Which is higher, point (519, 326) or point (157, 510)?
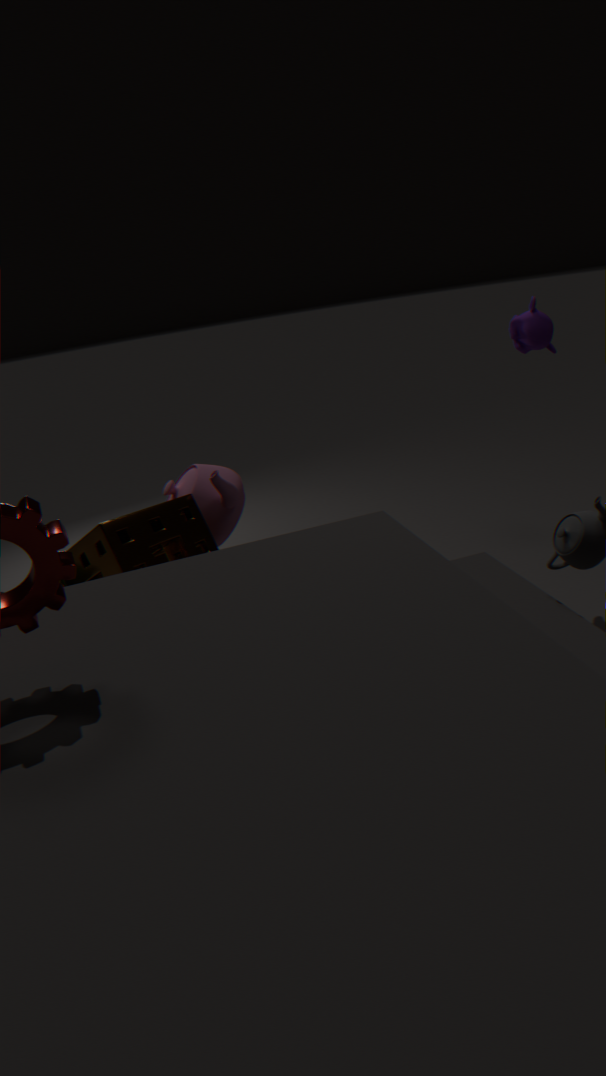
point (519, 326)
